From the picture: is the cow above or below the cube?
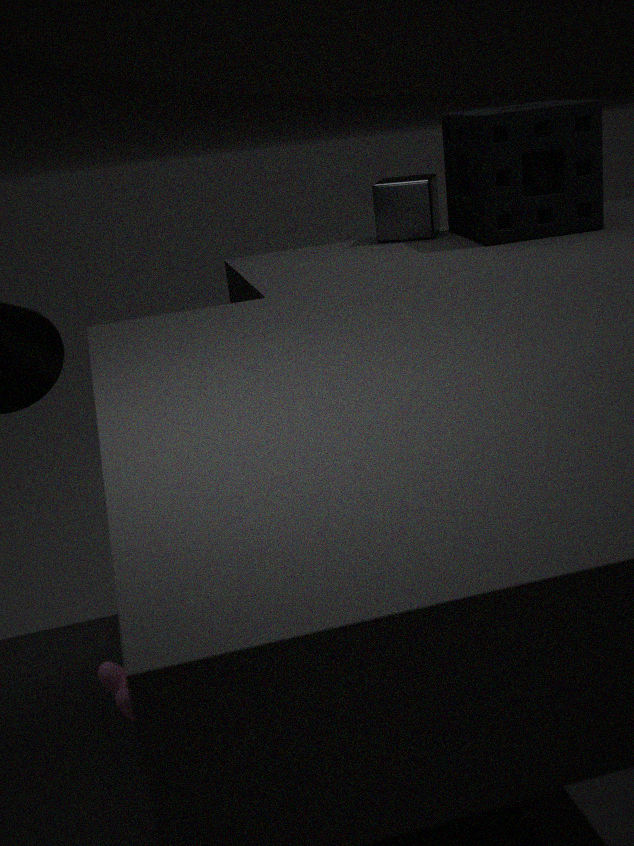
below
